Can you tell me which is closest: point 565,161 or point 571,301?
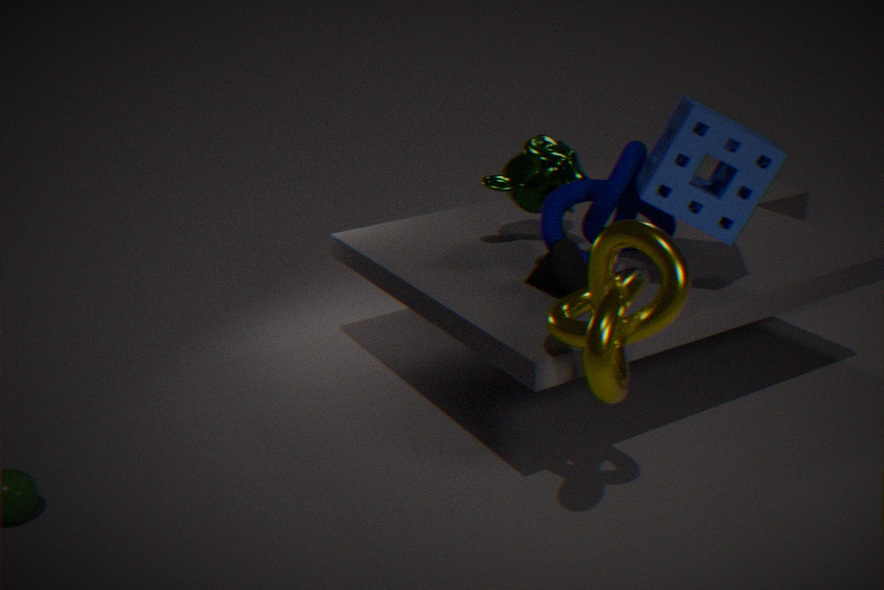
point 571,301
